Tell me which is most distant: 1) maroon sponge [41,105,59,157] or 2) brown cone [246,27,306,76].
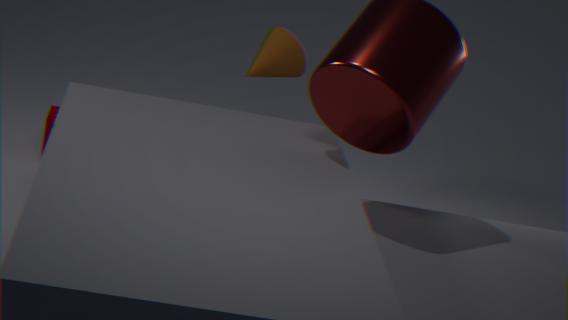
2. brown cone [246,27,306,76]
